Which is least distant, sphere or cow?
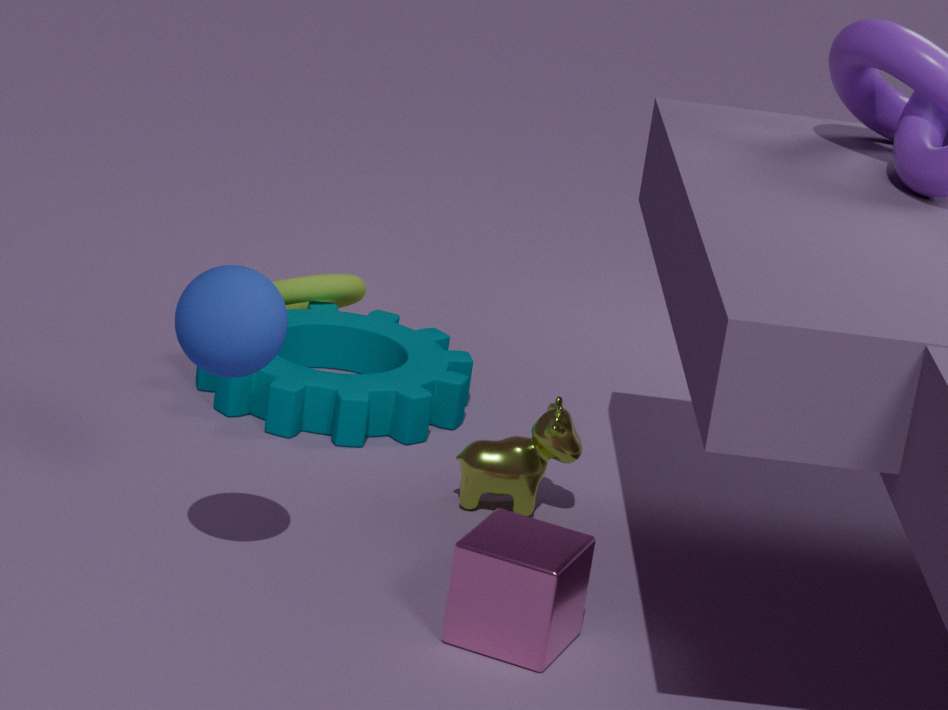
sphere
